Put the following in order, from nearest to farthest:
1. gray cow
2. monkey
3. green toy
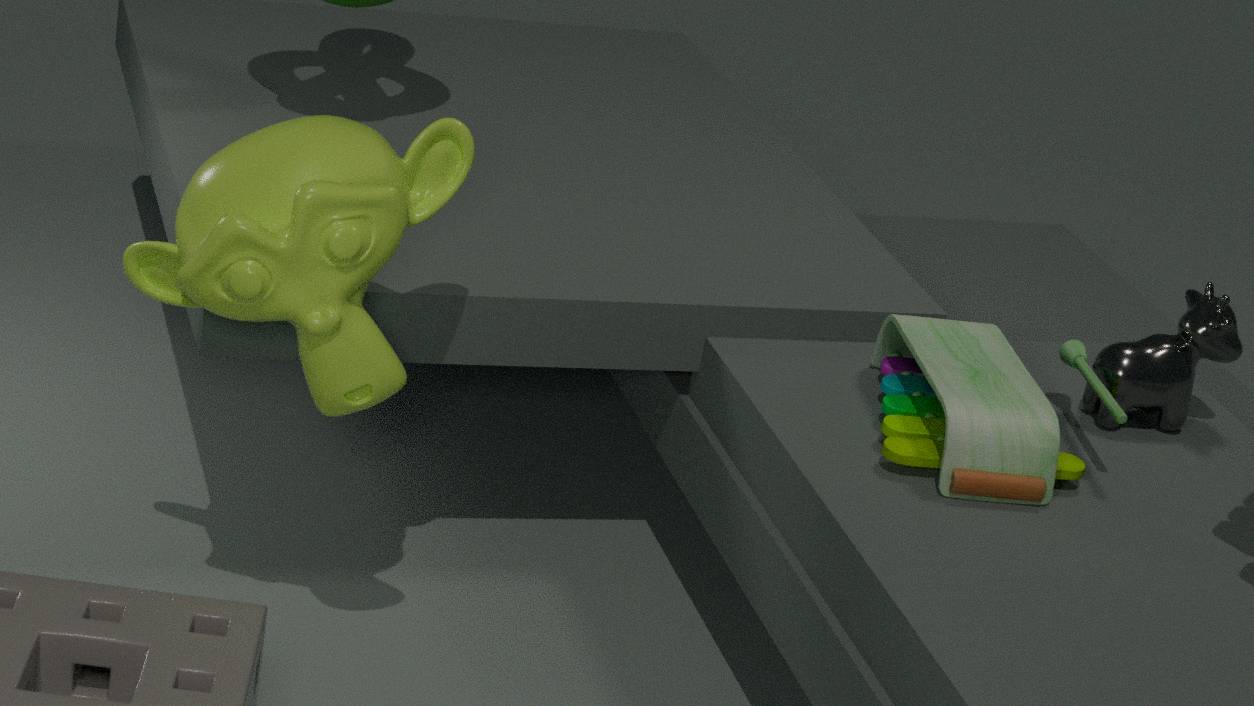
1. monkey
2. green toy
3. gray cow
